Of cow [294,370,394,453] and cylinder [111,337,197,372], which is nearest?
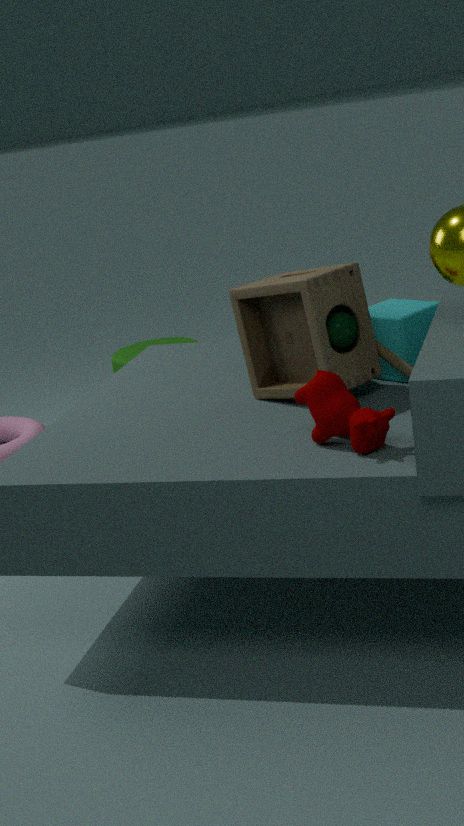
cow [294,370,394,453]
